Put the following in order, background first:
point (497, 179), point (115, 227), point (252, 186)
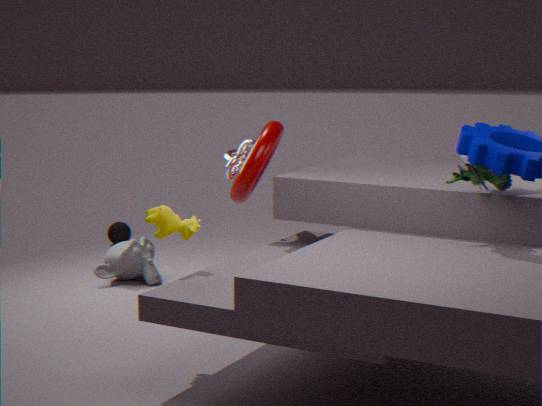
point (115, 227) < point (252, 186) < point (497, 179)
